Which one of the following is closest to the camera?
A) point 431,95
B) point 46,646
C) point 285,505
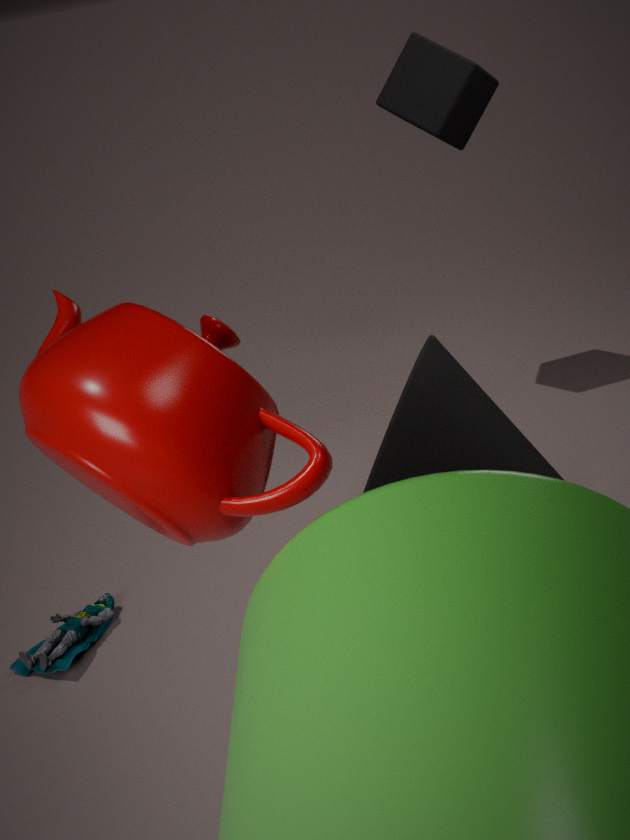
point 285,505
